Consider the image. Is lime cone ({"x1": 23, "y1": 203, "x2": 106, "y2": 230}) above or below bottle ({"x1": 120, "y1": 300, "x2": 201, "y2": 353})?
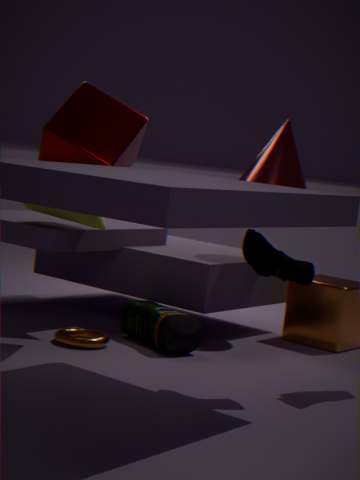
above
